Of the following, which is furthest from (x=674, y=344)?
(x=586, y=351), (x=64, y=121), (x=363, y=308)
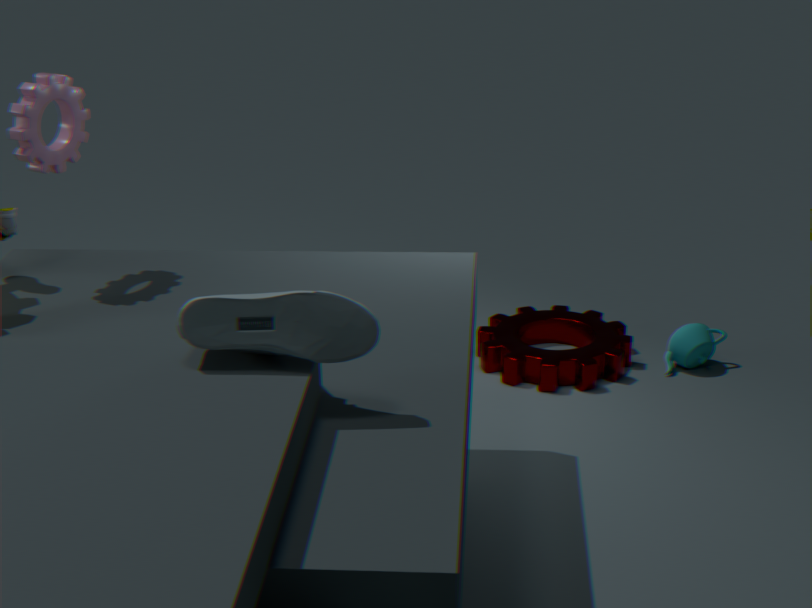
(x=64, y=121)
